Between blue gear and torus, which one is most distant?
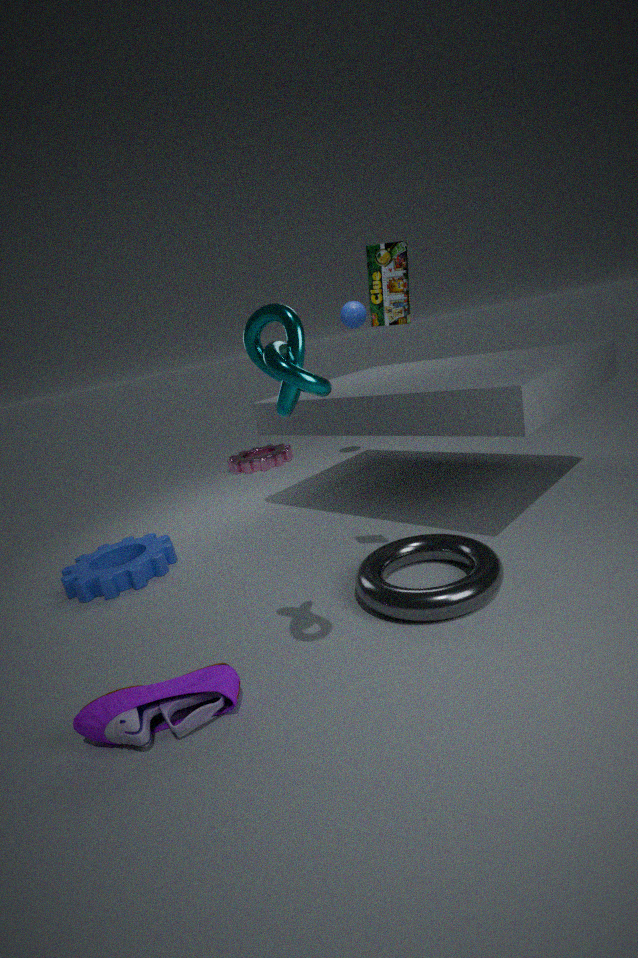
blue gear
